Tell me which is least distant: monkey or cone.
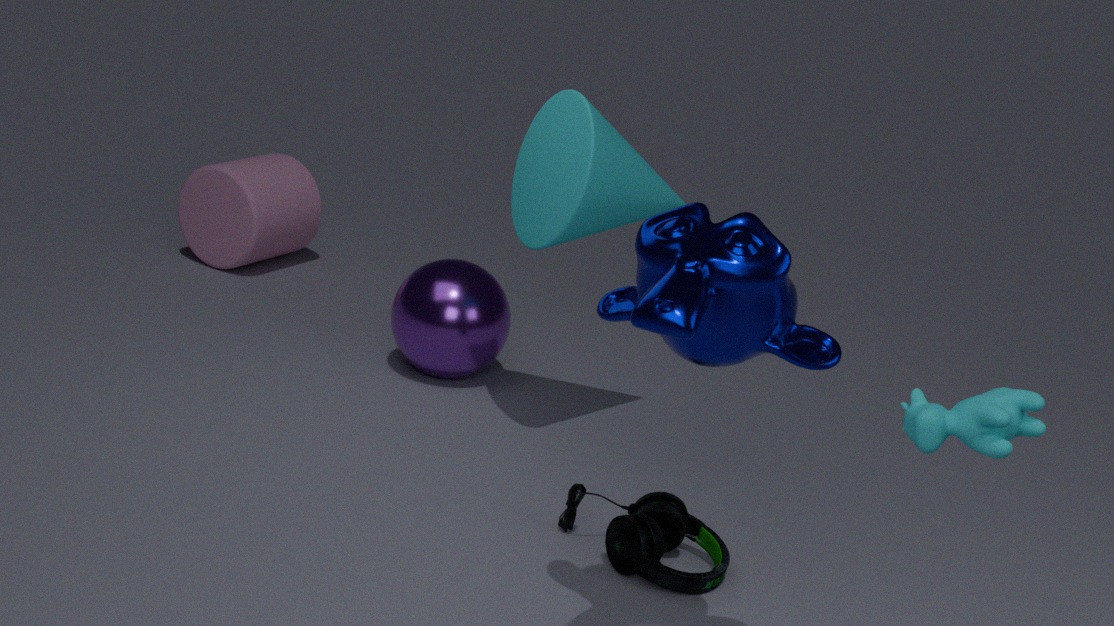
monkey
